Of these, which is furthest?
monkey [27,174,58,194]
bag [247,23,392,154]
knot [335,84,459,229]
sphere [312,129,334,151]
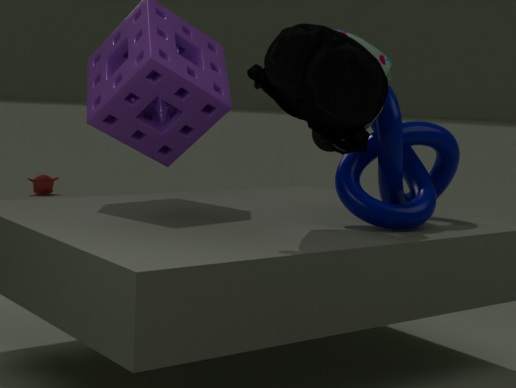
monkey [27,174,58,194]
